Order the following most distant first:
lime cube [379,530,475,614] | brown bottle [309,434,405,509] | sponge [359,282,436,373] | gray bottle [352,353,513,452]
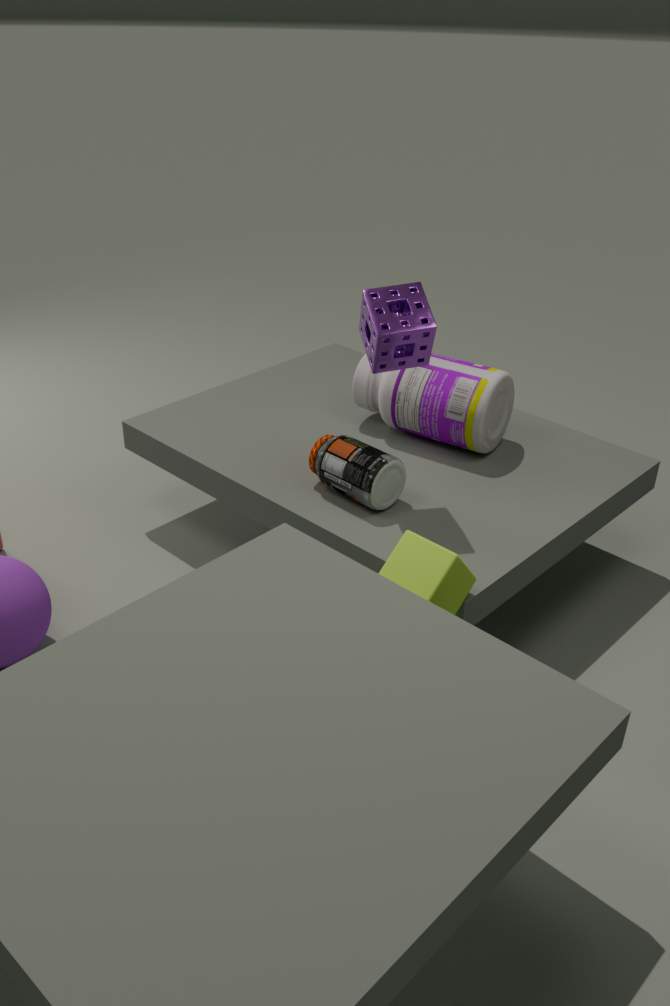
gray bottle [352,353,513,452], brown bottle [309,434,405,509], sponge [359,282,436,373], lime cube [379,530,475,614]
